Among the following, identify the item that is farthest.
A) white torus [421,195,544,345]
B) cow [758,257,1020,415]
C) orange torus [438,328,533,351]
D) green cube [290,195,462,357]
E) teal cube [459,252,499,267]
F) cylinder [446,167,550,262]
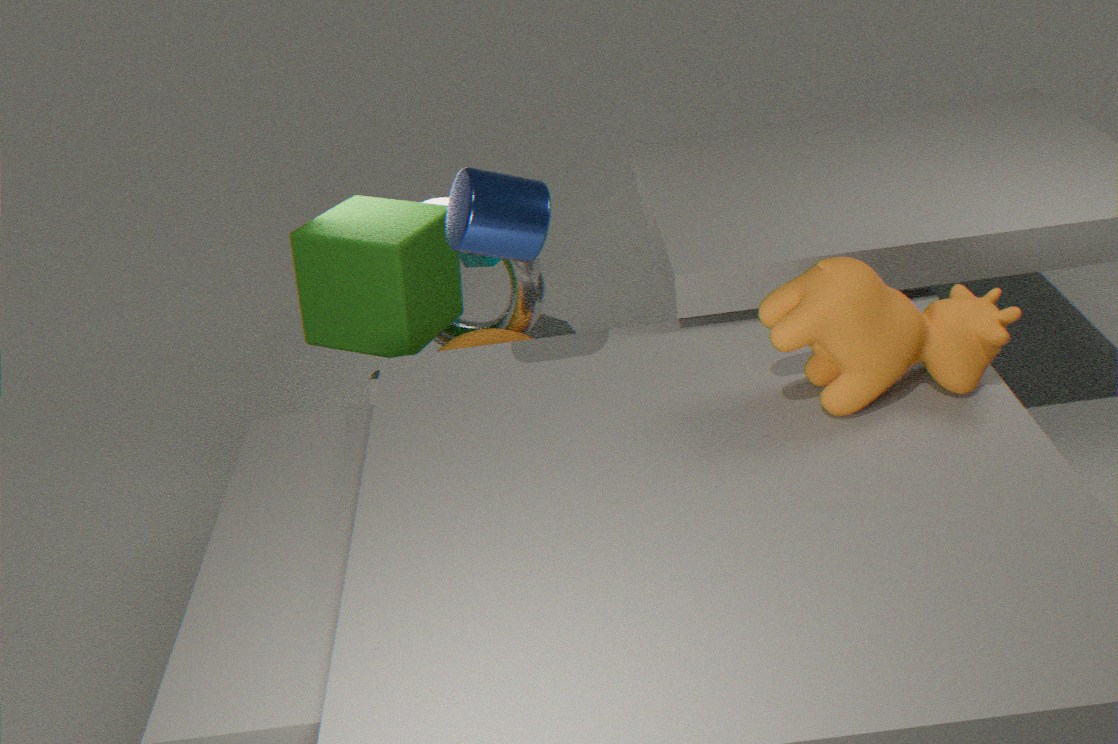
teal cube [459,252,499,267]
